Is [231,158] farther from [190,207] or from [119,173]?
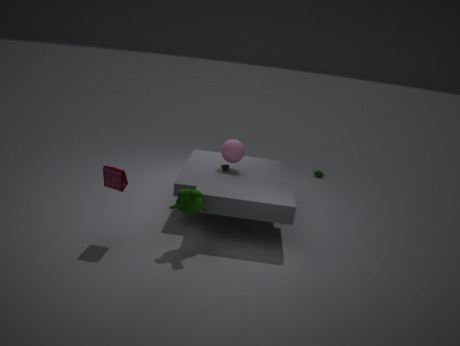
[119,173]
